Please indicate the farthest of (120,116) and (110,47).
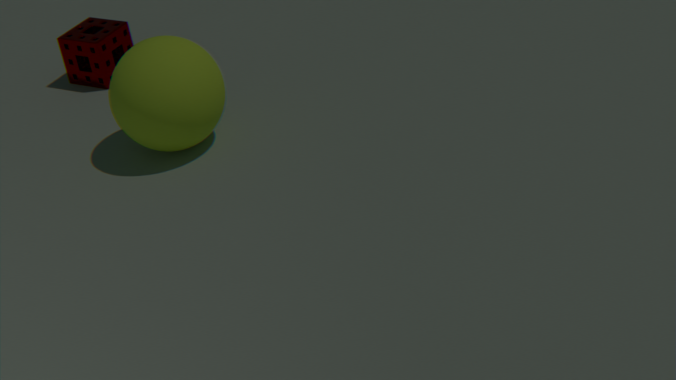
(110,47)
